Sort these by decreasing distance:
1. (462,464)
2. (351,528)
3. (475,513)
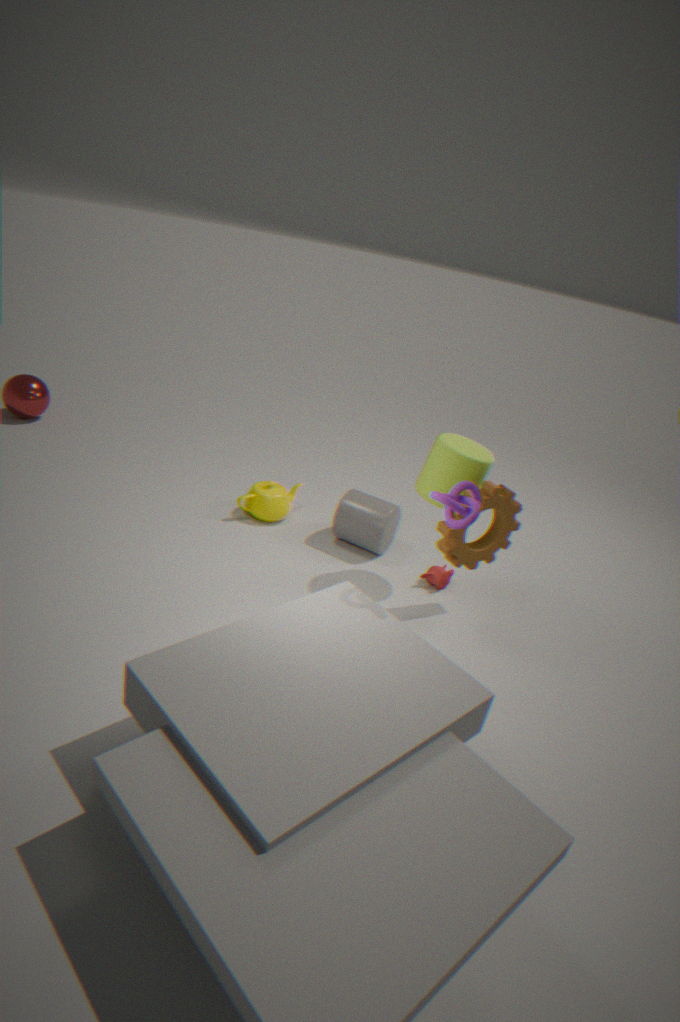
(351,528) → (462,464) → (475,513)
